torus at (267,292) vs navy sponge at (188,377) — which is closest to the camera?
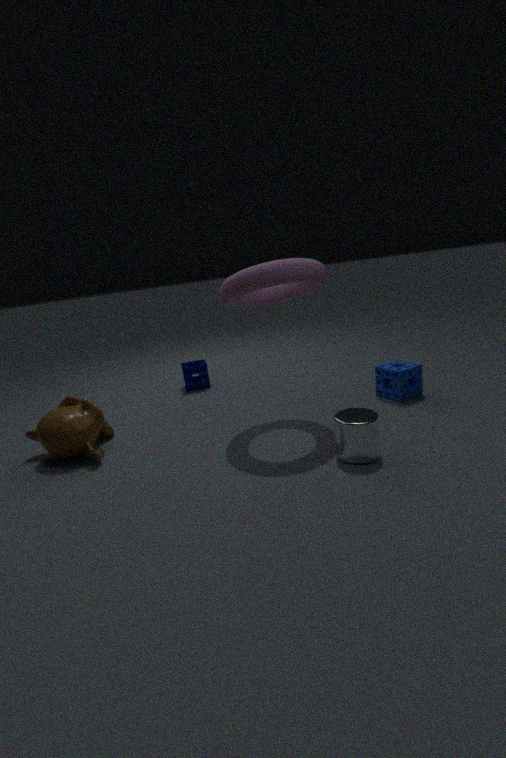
torus at (267,292)
